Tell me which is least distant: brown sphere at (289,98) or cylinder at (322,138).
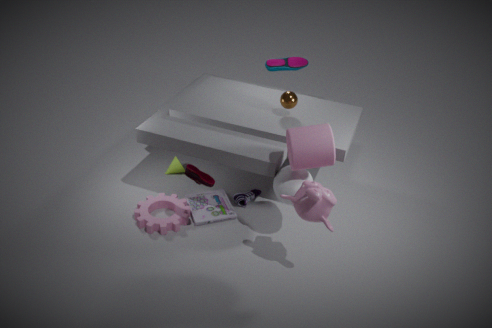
cylinder at (322,138)
